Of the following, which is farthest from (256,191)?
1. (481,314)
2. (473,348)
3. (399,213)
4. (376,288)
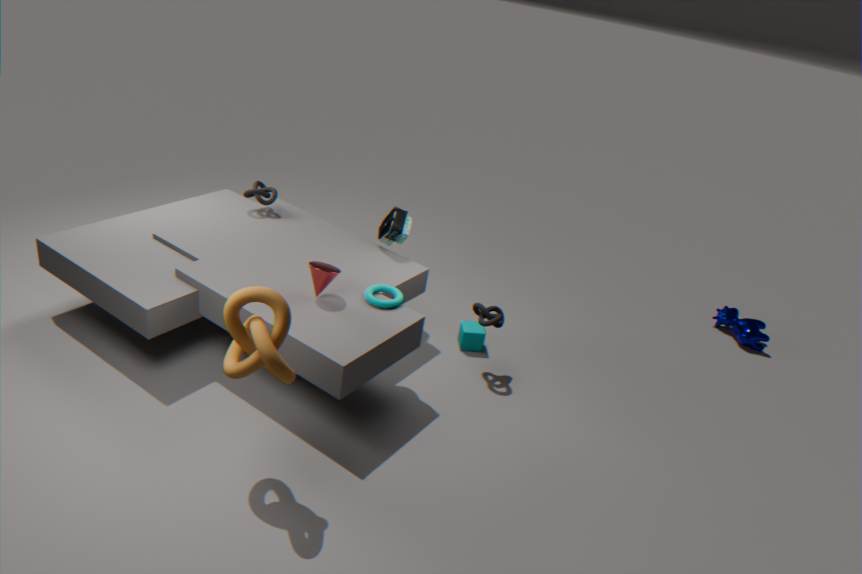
(481,314)
